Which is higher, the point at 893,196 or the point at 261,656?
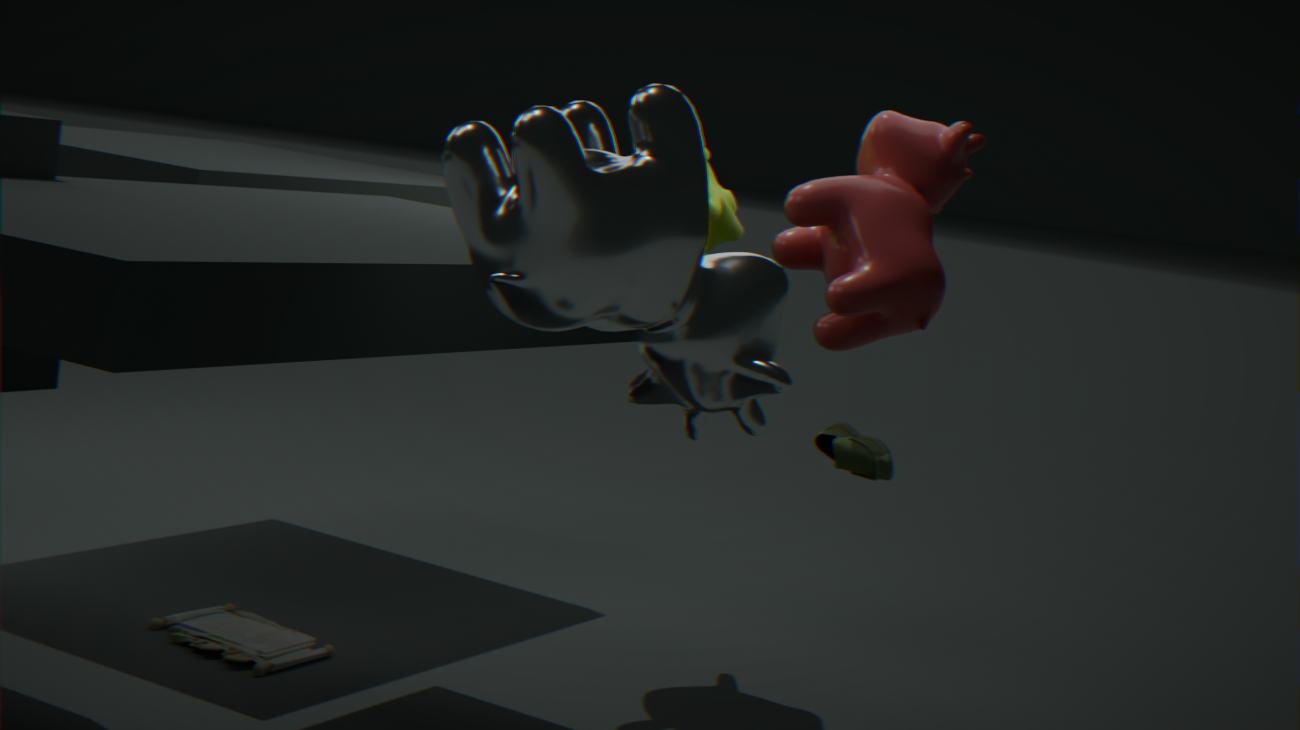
the point at 893,196
